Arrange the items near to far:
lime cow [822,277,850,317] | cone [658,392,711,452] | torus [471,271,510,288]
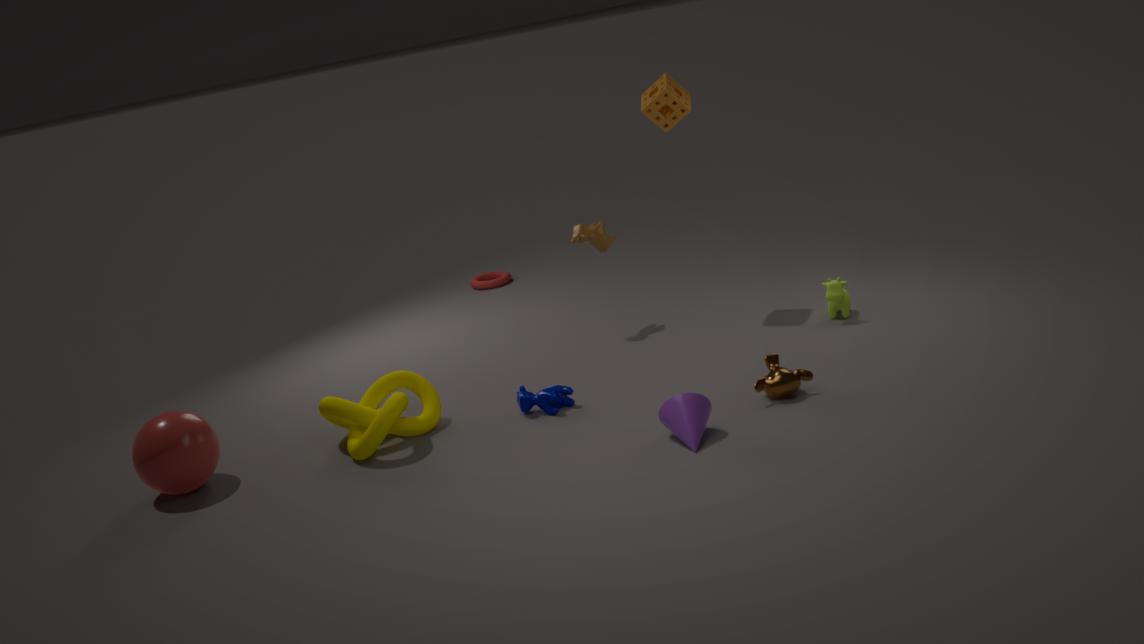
cone [658,392,711,452]
lime cow [822,277,850,317]
torus [471,271,510,288]
